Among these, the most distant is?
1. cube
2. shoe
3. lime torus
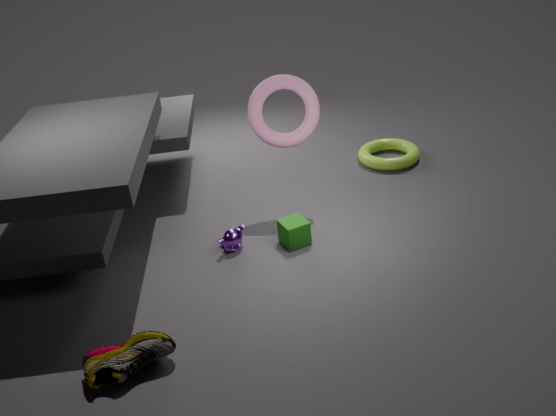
lime torus
